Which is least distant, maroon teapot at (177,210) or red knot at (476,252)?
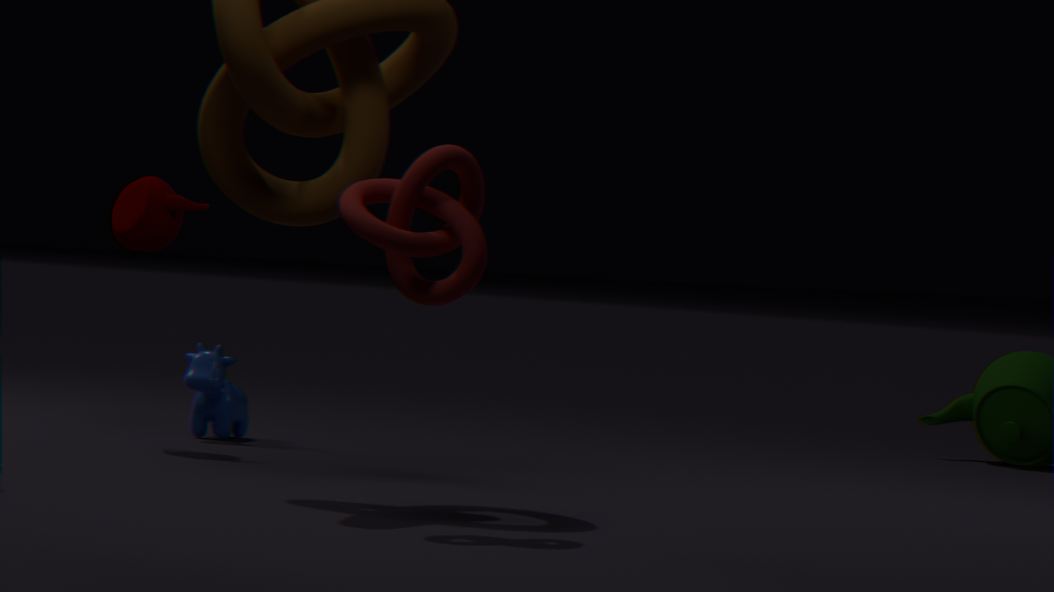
red knot at (476,252)
